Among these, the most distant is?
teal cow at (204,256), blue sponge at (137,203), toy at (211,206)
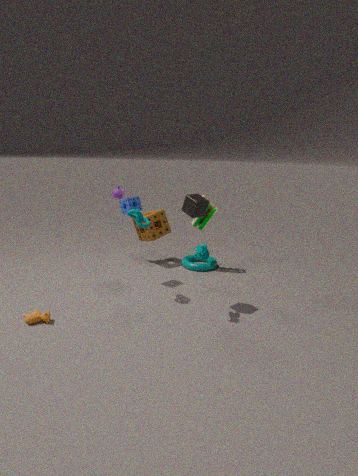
toy at (211,206)
